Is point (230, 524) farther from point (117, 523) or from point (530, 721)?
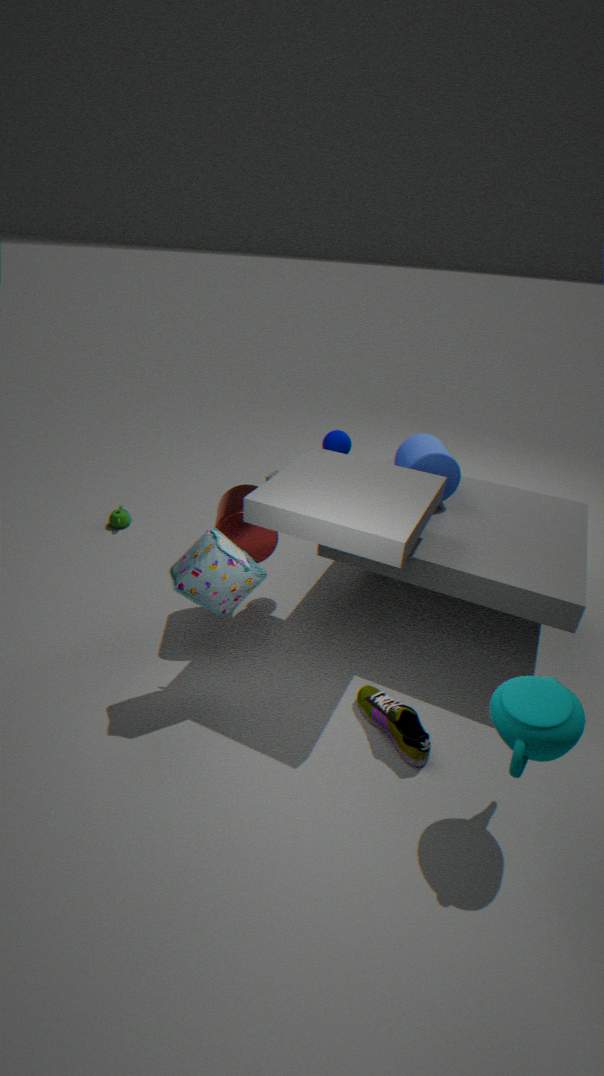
point (530, 721)
